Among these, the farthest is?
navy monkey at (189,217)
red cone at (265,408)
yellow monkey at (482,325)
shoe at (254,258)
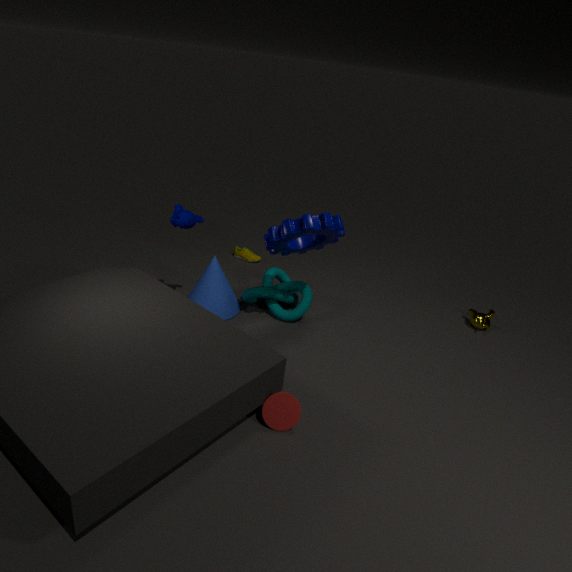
shoe at (254,258)
